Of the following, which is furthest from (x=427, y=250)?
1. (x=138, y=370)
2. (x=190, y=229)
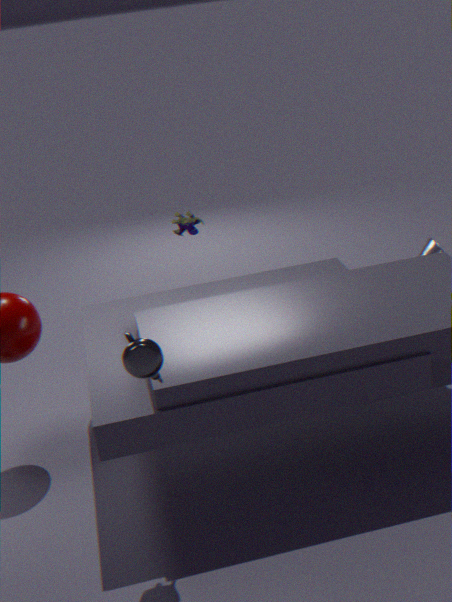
(x=138, y=370)
